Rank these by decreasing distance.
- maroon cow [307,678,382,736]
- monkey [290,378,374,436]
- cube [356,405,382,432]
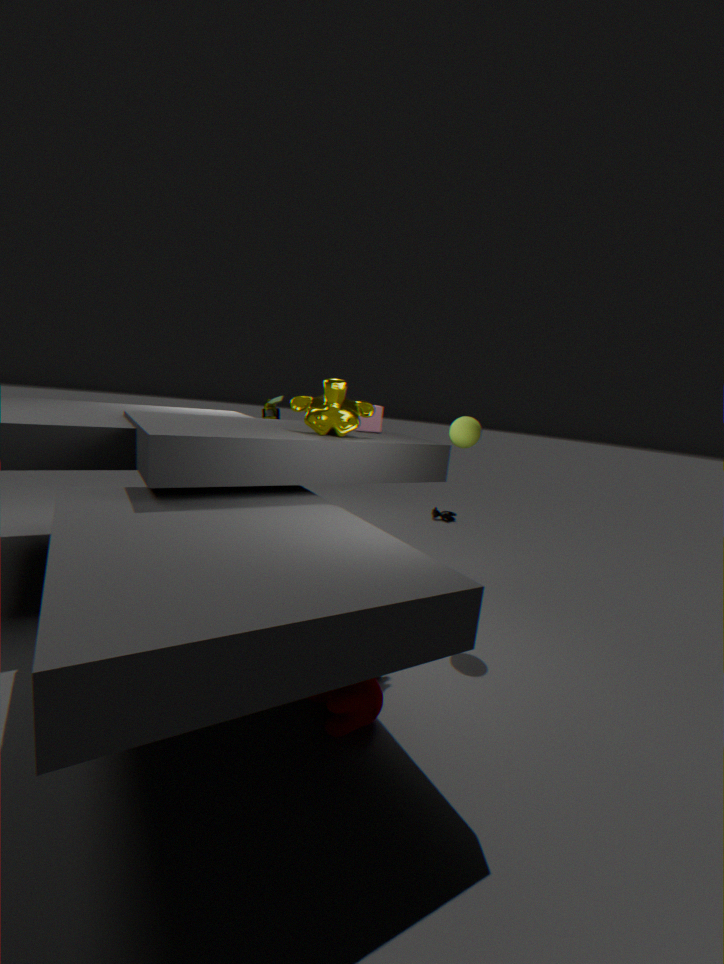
cube [356,405,382,432] → monkey [290,378,374,436] → maroon cow [307,678,382,736]
